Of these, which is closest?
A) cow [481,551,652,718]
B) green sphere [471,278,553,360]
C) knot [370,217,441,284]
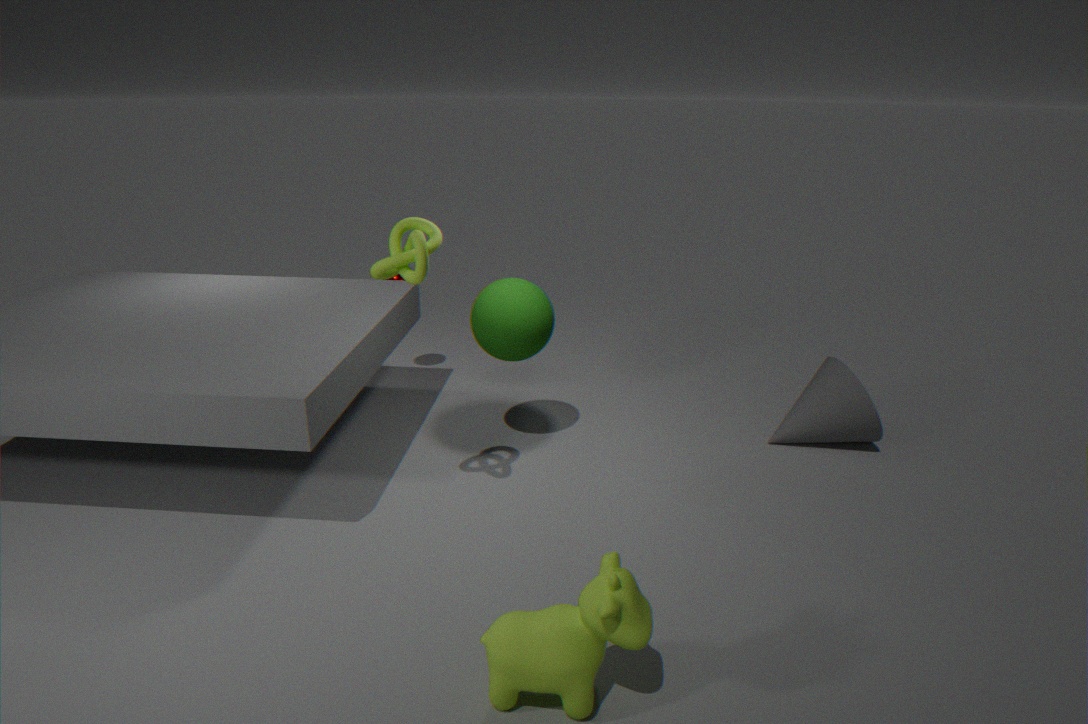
cow [481,551,652,718]
